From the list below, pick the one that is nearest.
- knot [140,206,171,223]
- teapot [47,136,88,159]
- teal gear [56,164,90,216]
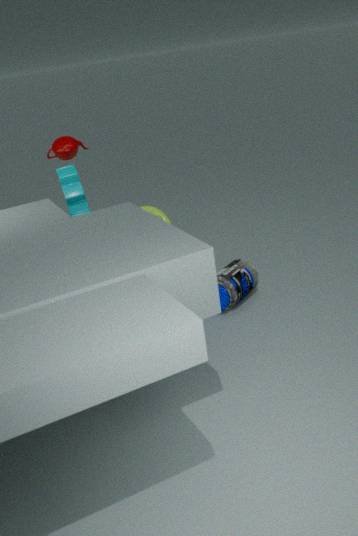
teal gear [56,164,90,216]
